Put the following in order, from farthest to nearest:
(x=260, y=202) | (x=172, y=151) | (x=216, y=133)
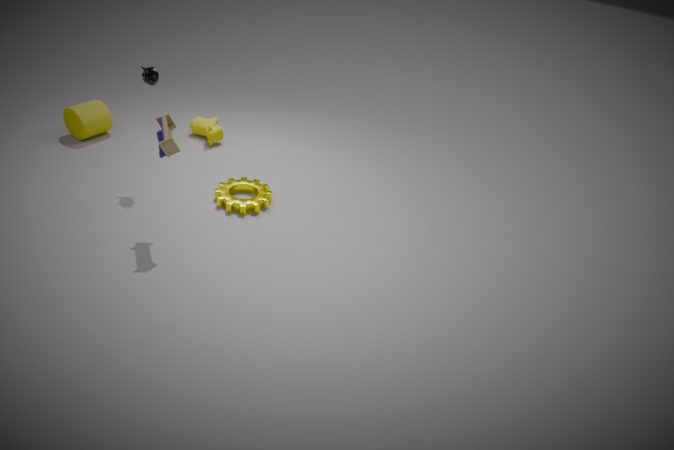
(x=216, y=133) < (x=260, y=202) < (x=172, y=151)
